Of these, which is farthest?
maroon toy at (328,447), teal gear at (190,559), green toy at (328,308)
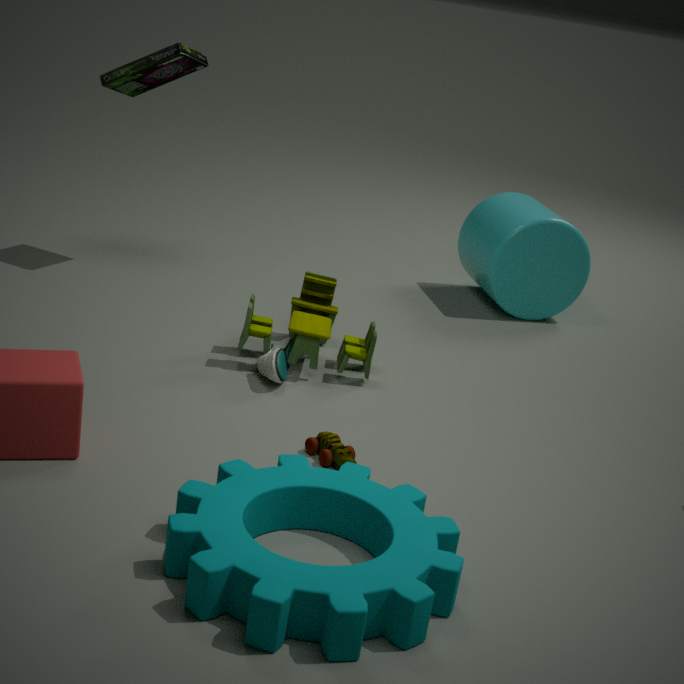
green toy at (328,308)
